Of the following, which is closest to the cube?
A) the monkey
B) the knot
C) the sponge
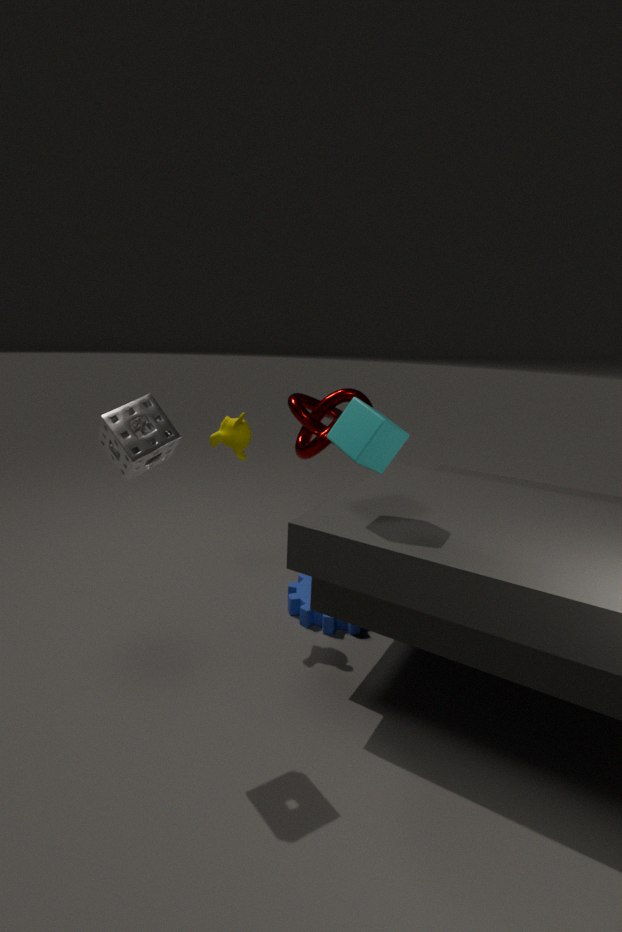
the sponge
